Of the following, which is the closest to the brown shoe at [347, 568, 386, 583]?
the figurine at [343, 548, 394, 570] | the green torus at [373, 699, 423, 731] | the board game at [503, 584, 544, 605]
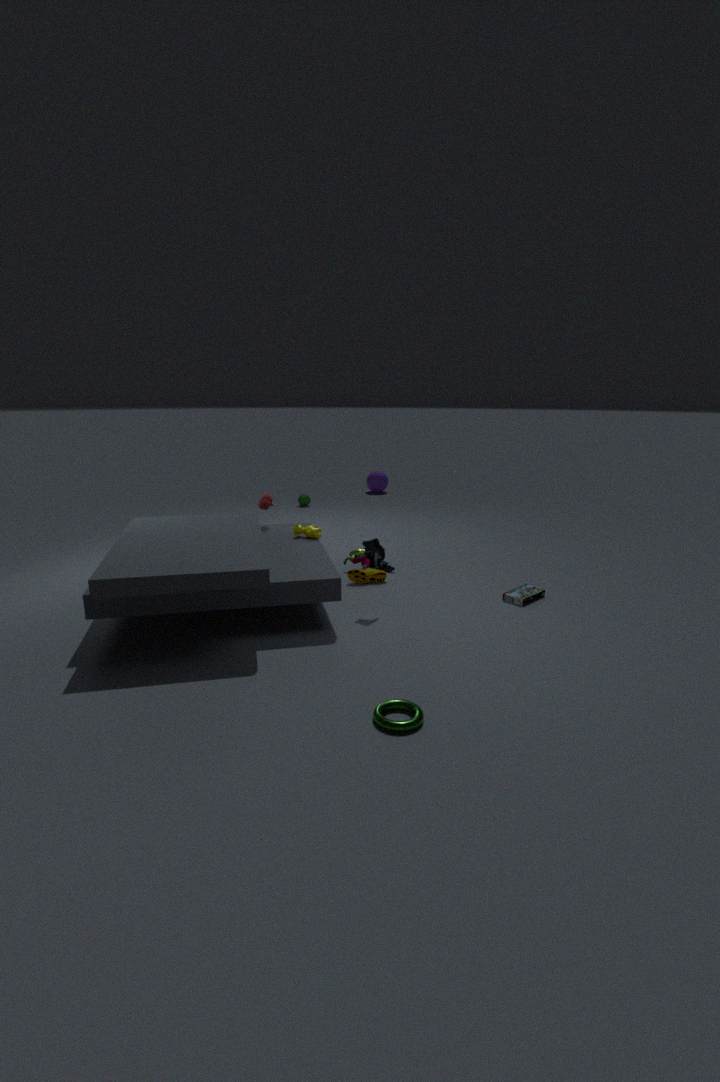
the figurine at [343, 548, 394, 570]
